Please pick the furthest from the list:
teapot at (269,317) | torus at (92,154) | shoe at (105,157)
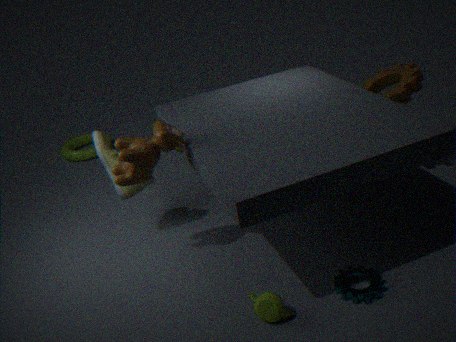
torus at (92,154)
